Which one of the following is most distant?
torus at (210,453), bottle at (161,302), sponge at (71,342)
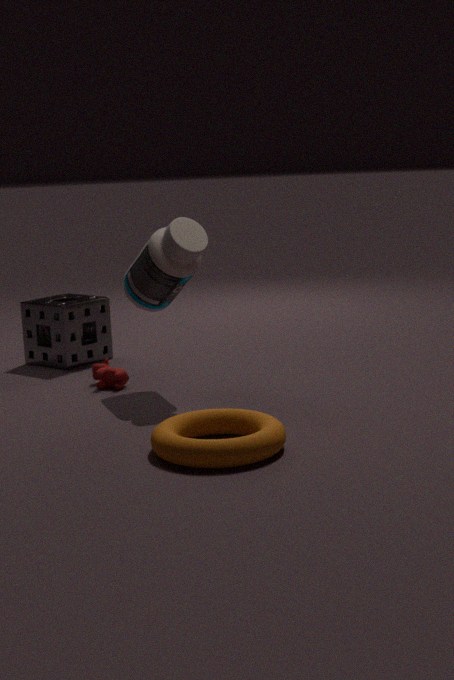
sponge at (71,342)
